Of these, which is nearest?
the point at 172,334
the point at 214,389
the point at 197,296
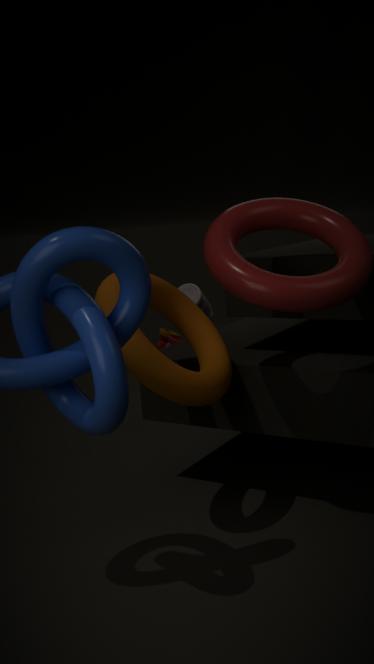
the point at 214,389
